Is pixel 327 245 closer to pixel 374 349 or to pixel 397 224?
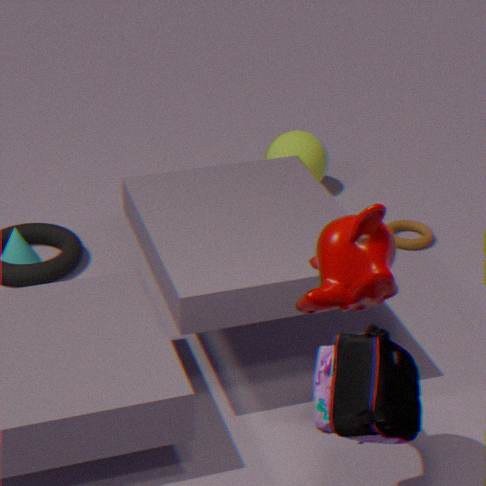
pixel 374 349
